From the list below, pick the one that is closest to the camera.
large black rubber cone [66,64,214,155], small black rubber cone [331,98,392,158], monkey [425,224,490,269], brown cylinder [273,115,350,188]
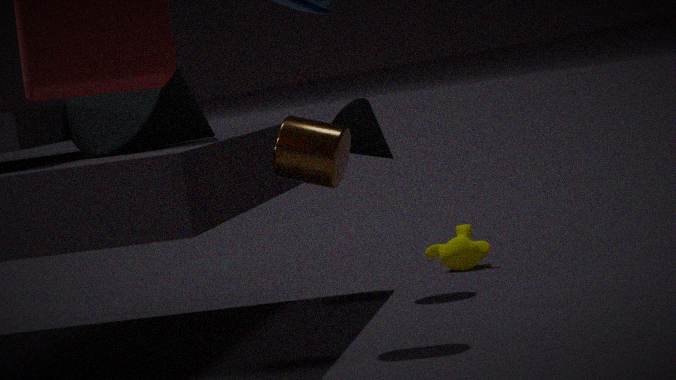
brown cylinder [273,115,350,188]
